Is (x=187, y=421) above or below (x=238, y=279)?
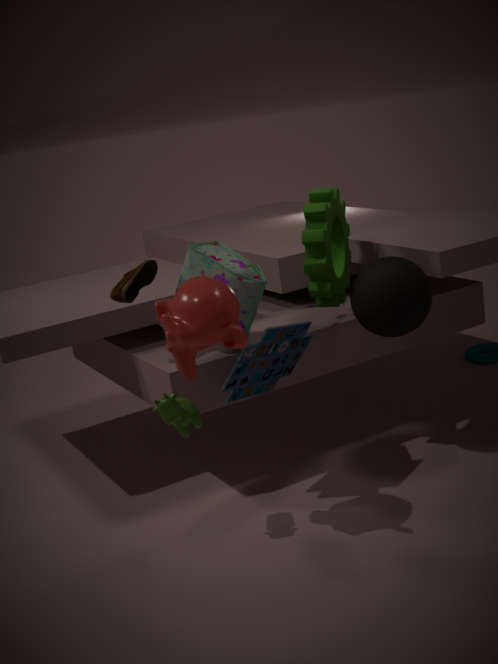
below
